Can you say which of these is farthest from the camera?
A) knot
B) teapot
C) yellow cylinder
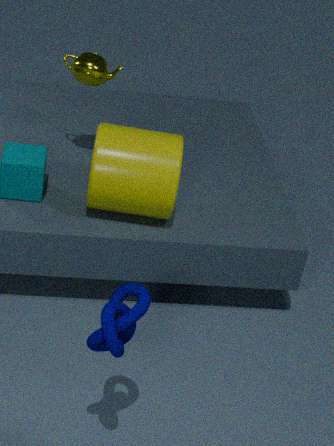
teapot
